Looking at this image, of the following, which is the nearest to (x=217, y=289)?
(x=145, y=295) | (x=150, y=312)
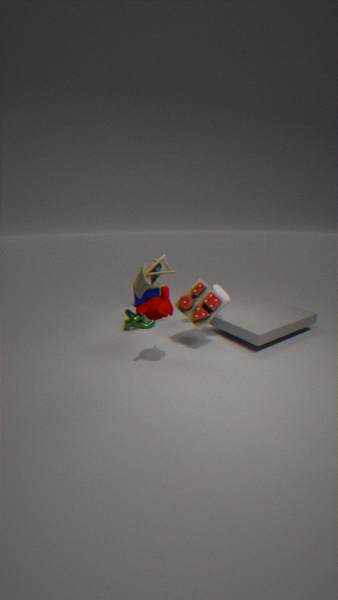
(x=150, y=312)
